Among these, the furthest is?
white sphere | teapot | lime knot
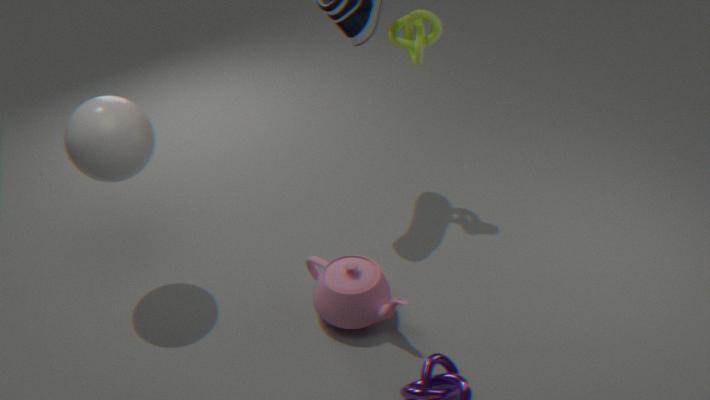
lime knot
